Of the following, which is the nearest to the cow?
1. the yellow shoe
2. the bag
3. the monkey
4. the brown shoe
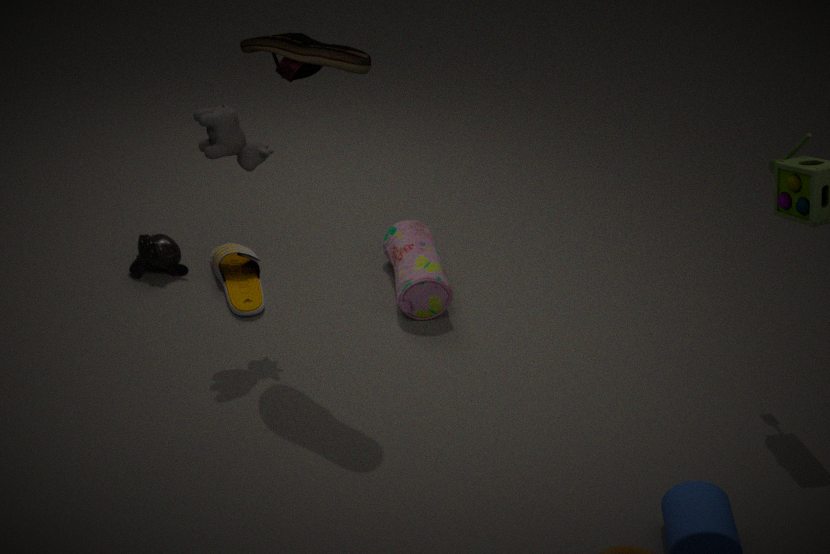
the brown shoe
